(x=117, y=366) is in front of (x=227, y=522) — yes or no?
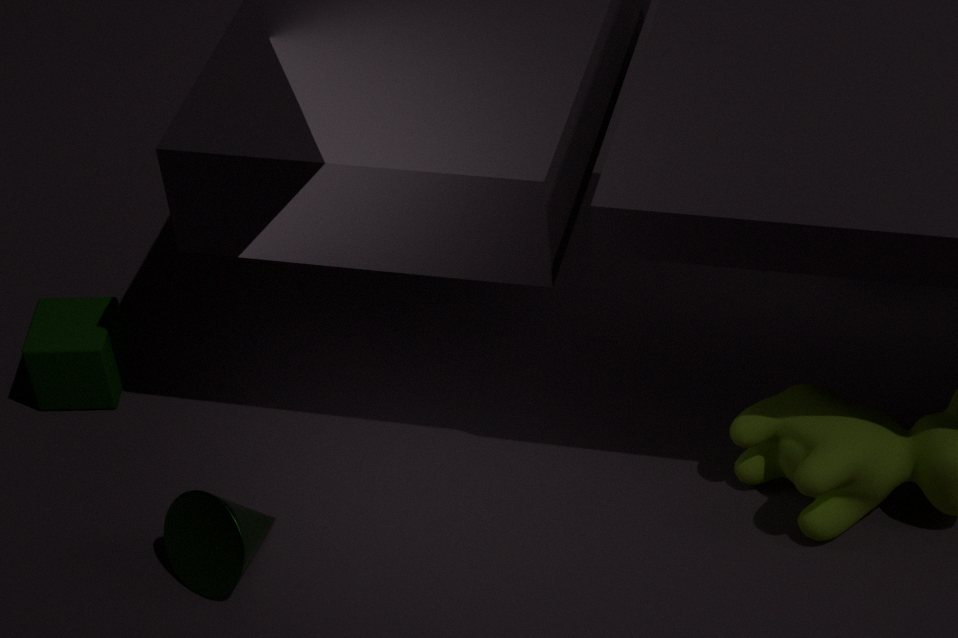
No
